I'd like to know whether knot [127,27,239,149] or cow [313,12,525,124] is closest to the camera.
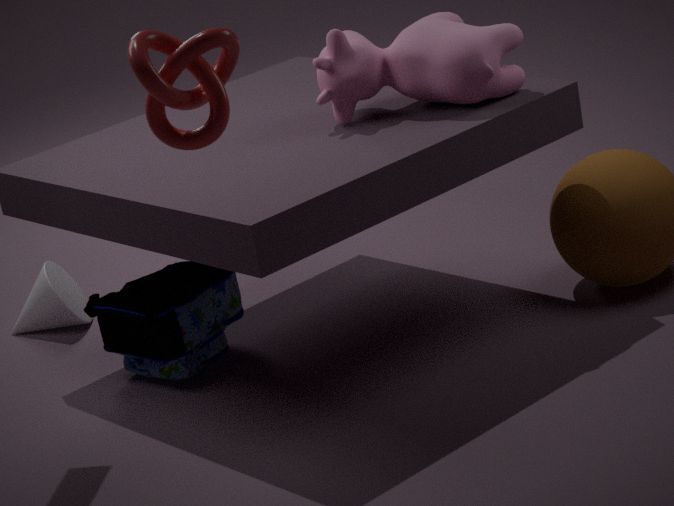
knot [127,27,239,149]
